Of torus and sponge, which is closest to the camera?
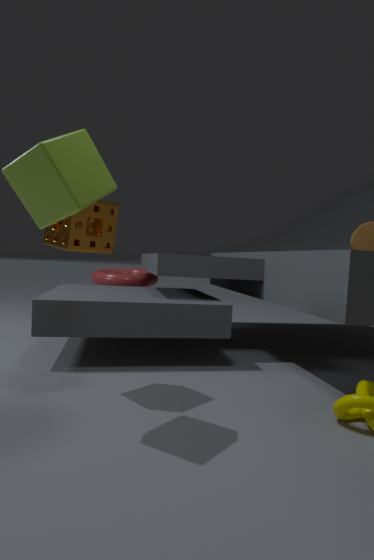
sponge
